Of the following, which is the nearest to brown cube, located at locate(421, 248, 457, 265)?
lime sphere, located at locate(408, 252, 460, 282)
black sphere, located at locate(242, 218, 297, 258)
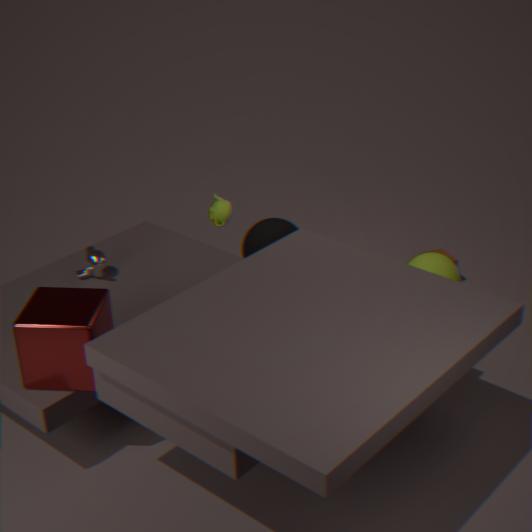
lime sphere, located at locate(408, 252, 460, 282)
